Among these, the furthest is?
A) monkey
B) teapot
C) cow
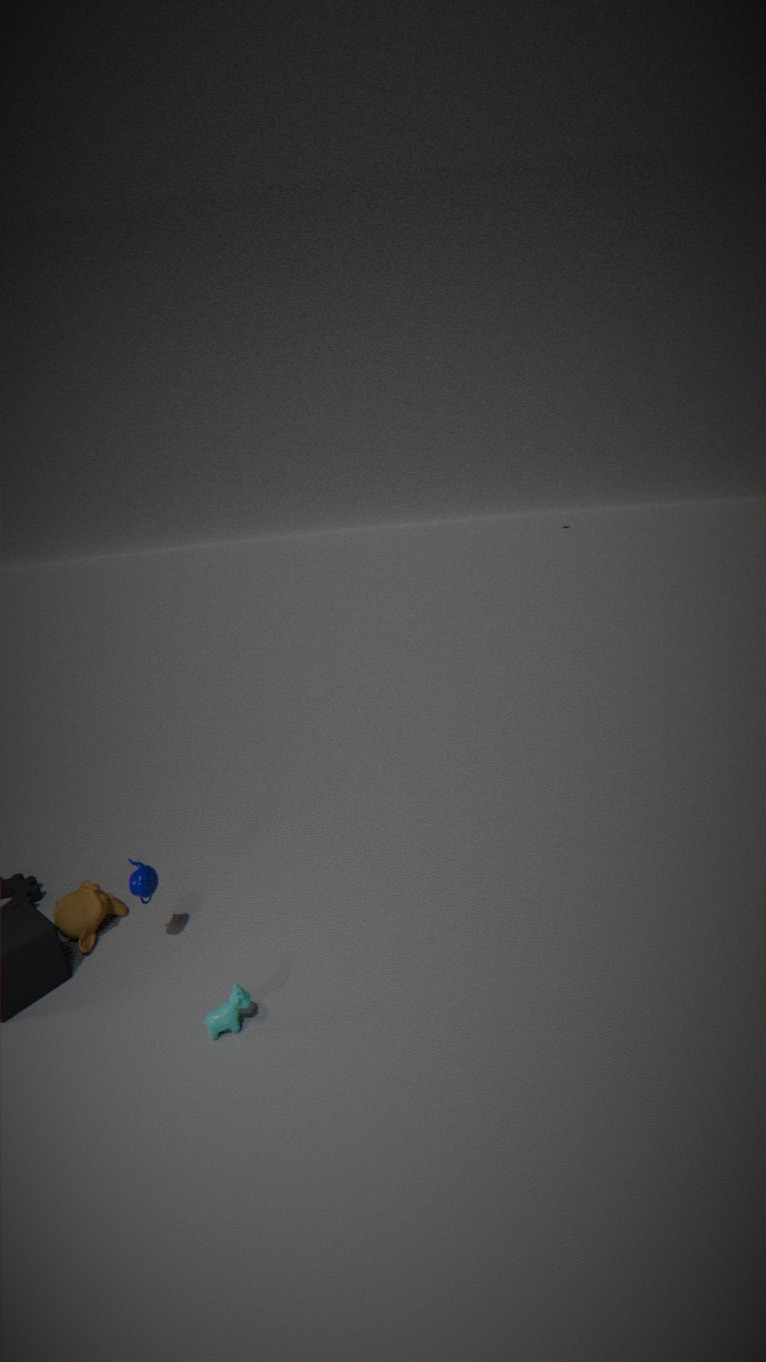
monkey
